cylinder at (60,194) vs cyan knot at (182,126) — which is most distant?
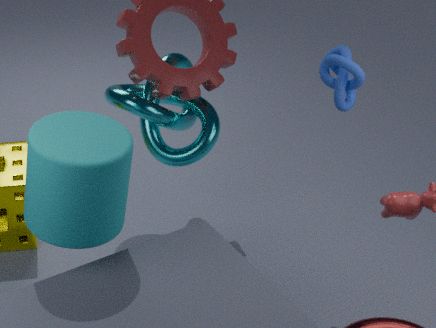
cyan knot at (182,126)
